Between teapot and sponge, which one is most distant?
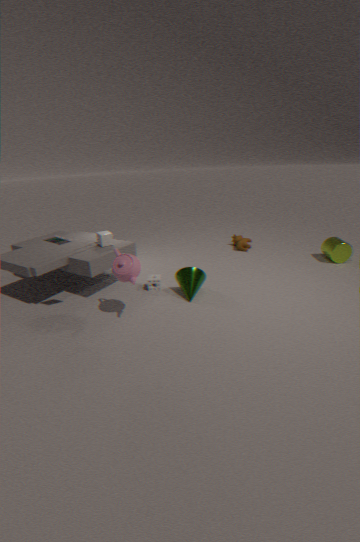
sponge
